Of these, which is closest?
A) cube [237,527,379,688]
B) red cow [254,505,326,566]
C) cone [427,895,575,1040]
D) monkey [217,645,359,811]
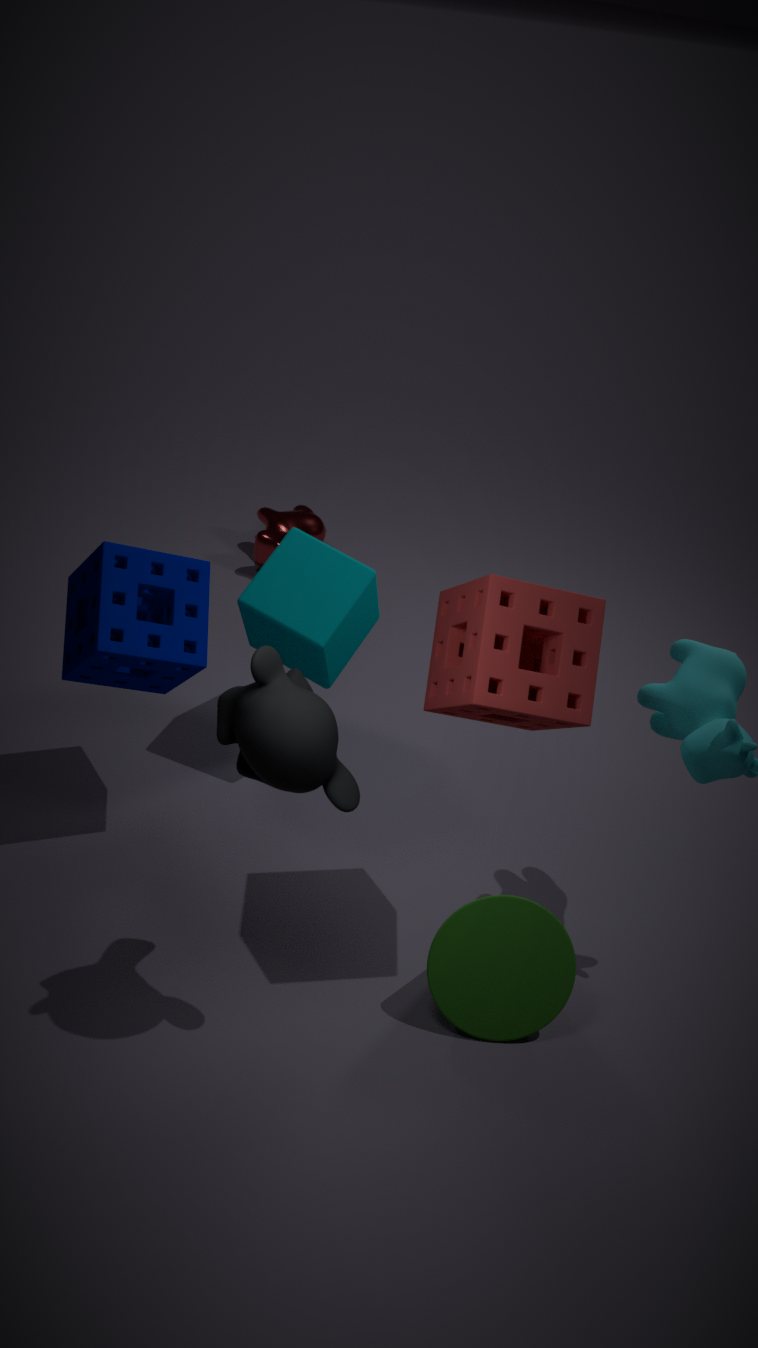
monkey [217,645,359,811]
